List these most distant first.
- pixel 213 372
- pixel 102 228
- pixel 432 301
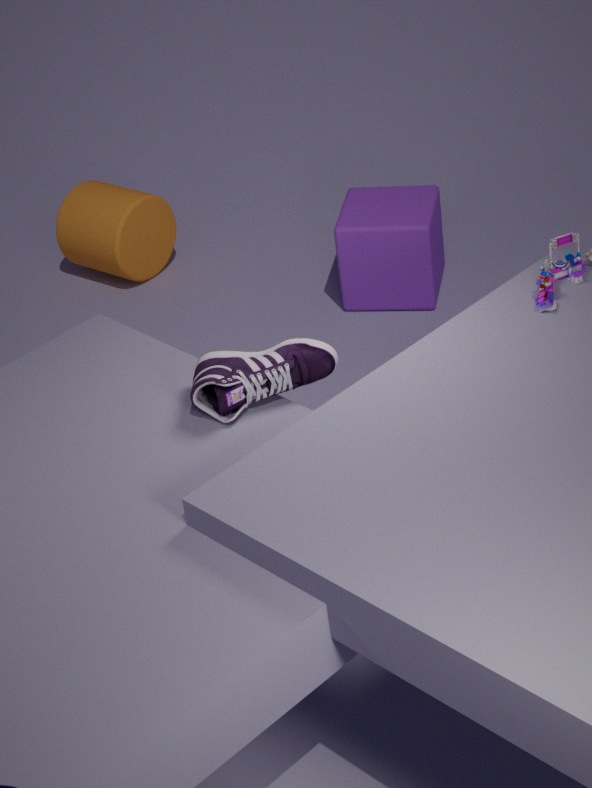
1. pixel 102 228
2. pixel 432 301
3. pixel 213 372
